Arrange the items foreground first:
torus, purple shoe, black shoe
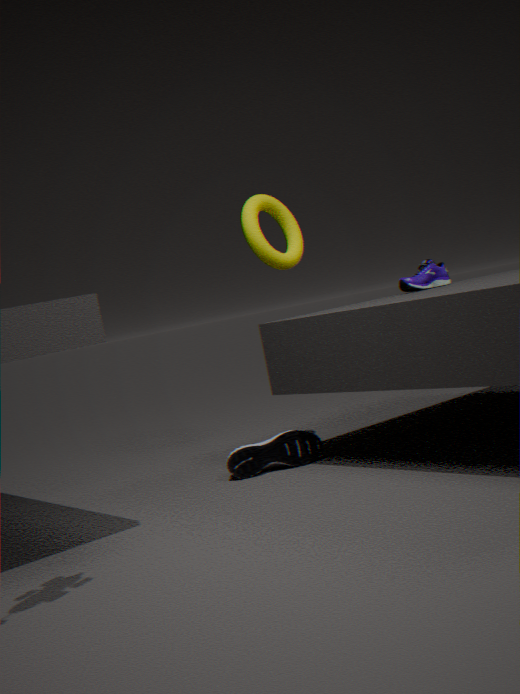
black shoe, torus, purple shoe
